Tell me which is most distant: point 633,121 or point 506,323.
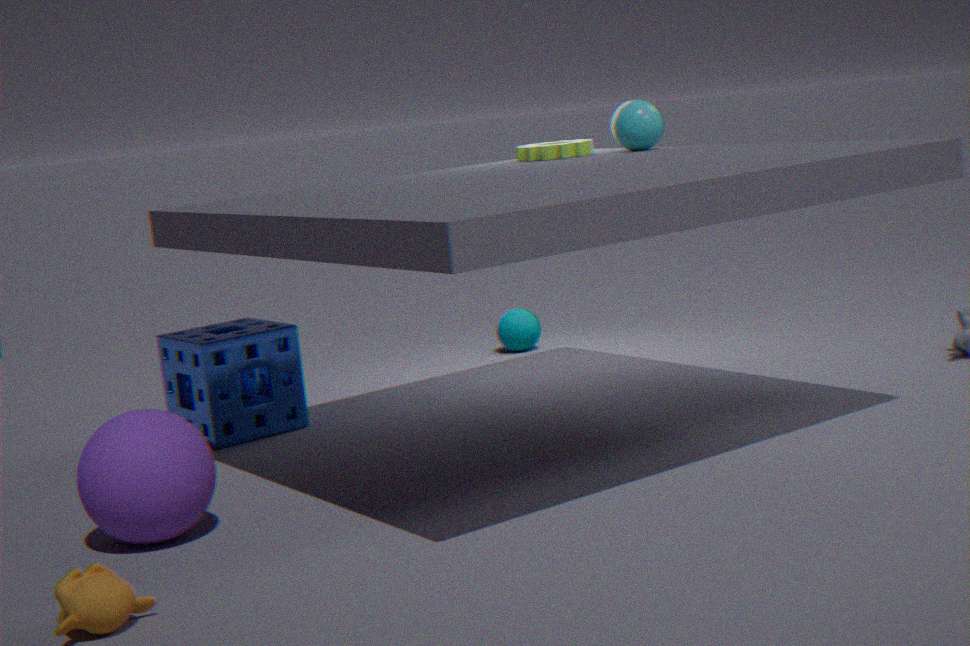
point 506,323
